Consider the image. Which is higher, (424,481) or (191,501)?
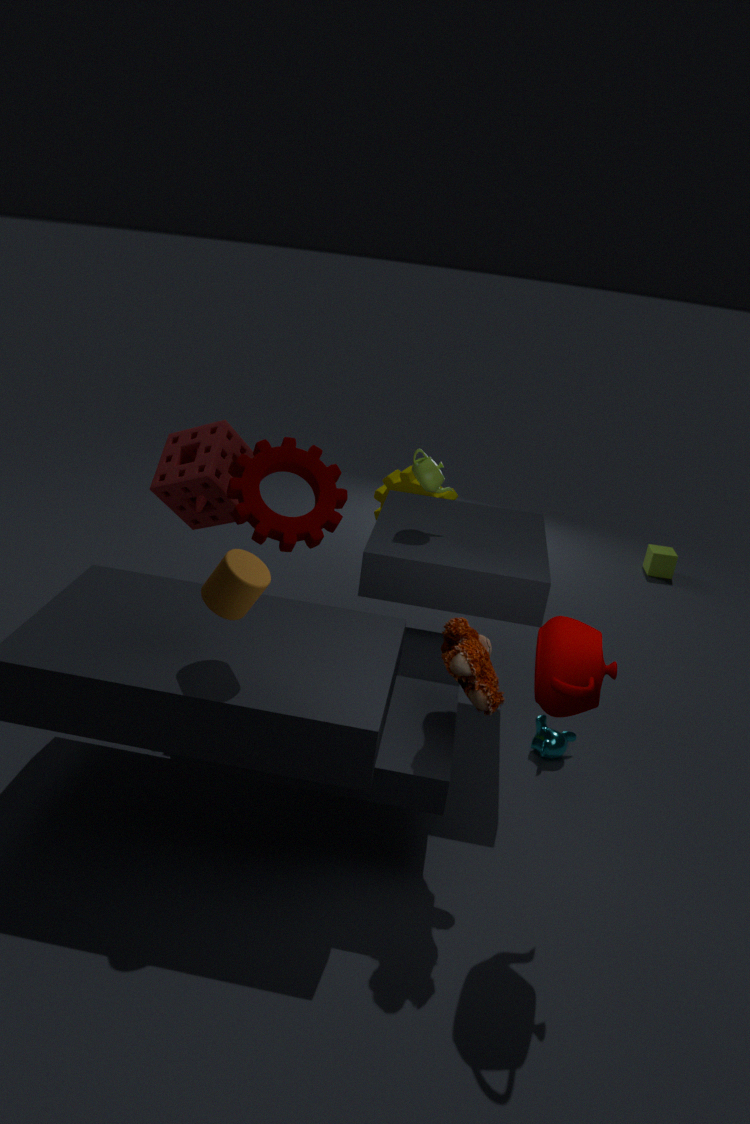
(424,481)
